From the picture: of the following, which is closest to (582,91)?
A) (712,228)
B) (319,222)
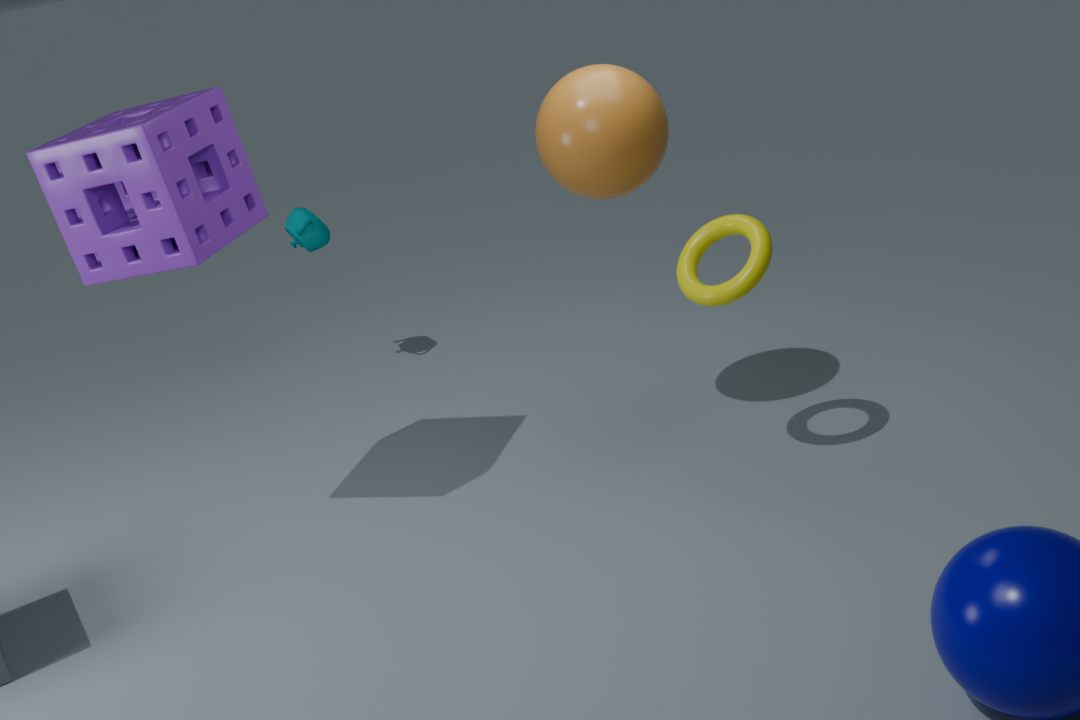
(712,228)
